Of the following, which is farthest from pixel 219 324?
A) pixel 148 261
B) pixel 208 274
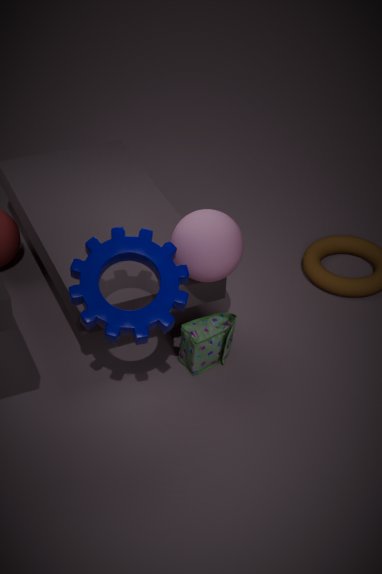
pixel 148 261
